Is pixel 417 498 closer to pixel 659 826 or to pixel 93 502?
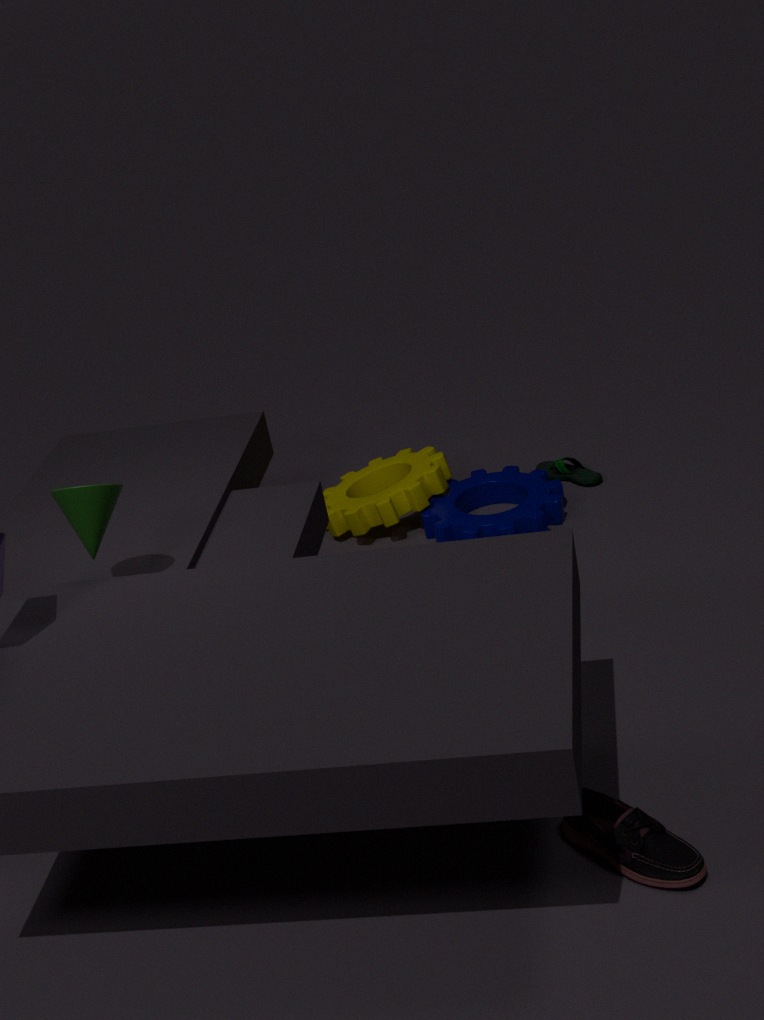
pixel 93 502
